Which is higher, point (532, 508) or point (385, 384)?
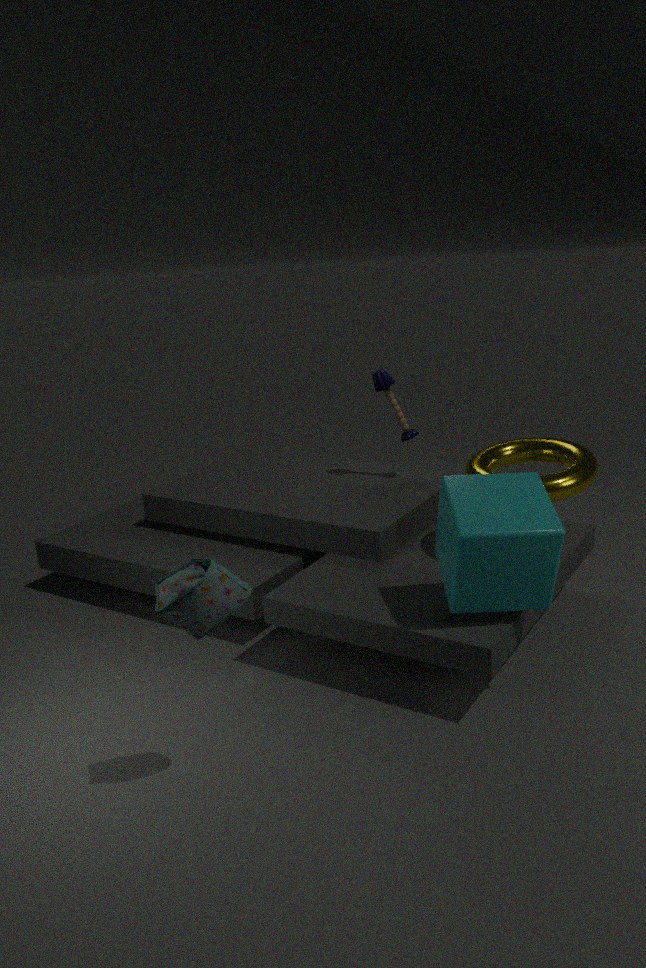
point (385, 384)
